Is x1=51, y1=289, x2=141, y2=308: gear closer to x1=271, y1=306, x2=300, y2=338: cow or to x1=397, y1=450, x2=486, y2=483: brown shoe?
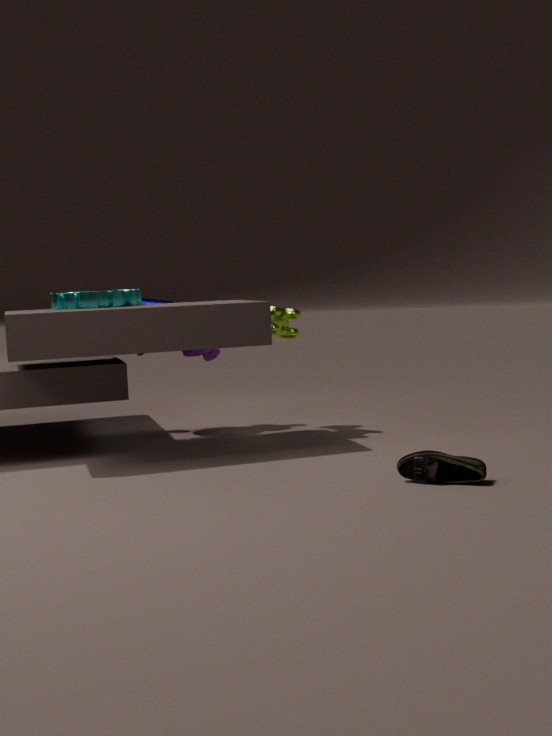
x1=271, y1=306, x2=300, y2=338: cow
